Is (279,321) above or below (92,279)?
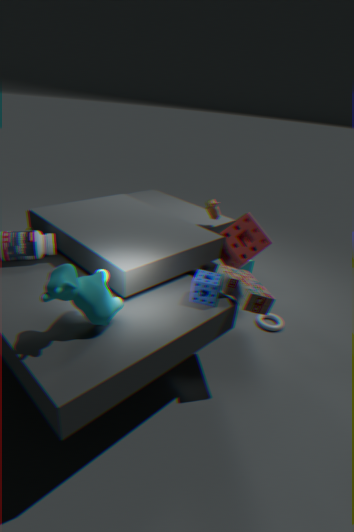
below
